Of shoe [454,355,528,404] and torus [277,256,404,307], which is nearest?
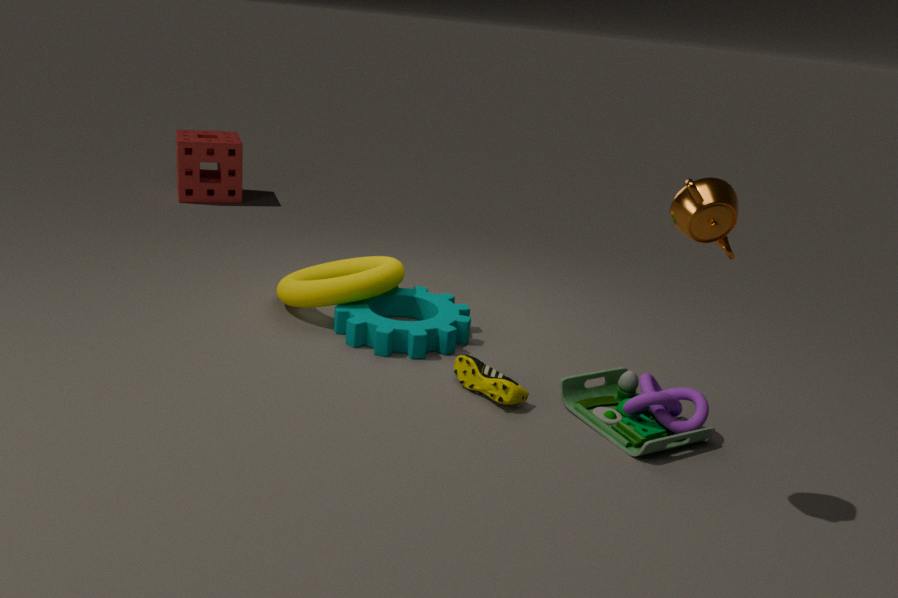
shoe [454,355,528,404]
